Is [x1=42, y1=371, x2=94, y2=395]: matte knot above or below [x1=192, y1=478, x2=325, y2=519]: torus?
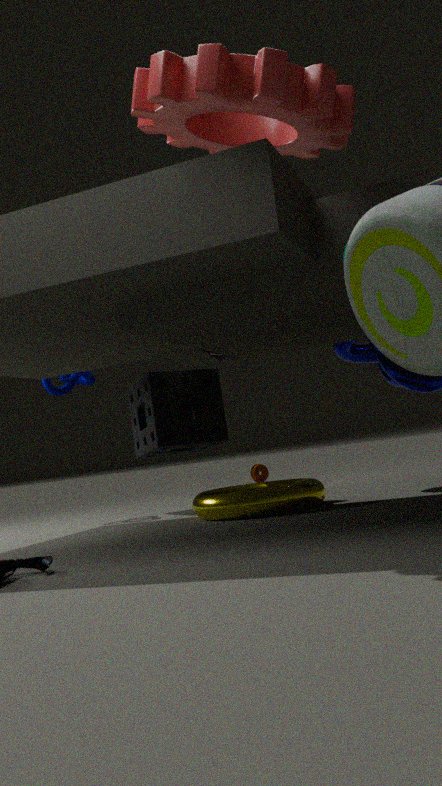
above
